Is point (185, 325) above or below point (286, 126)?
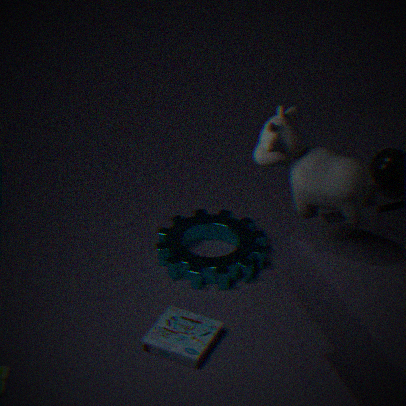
below
